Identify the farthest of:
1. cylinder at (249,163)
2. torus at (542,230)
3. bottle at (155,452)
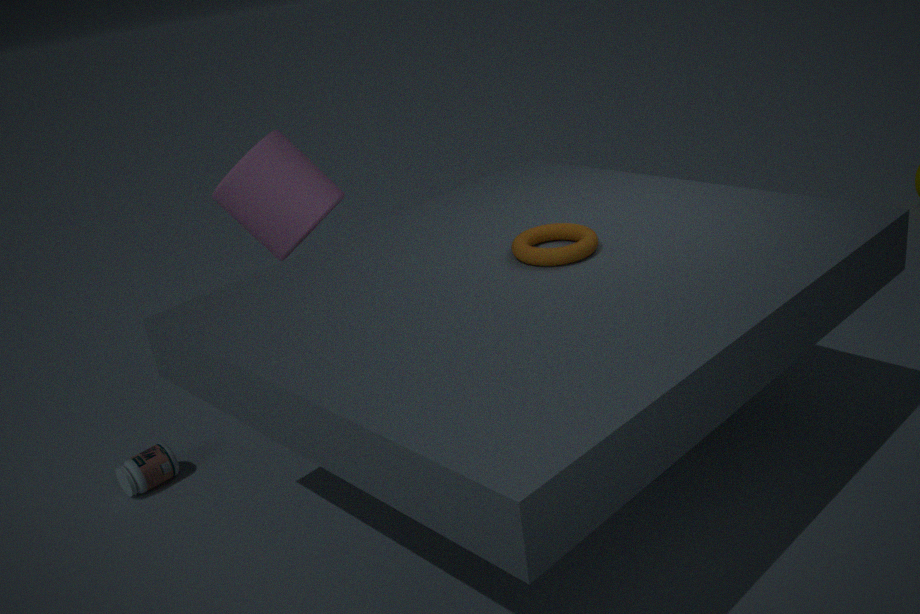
bottle at (155,452)
